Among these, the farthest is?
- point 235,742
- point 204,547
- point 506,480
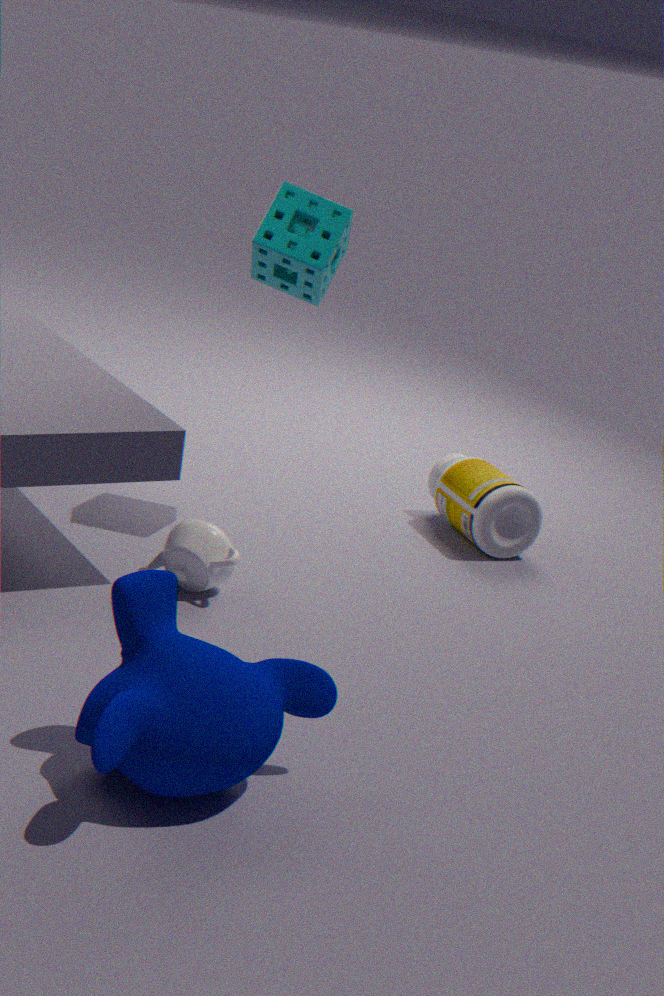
point 506,480
